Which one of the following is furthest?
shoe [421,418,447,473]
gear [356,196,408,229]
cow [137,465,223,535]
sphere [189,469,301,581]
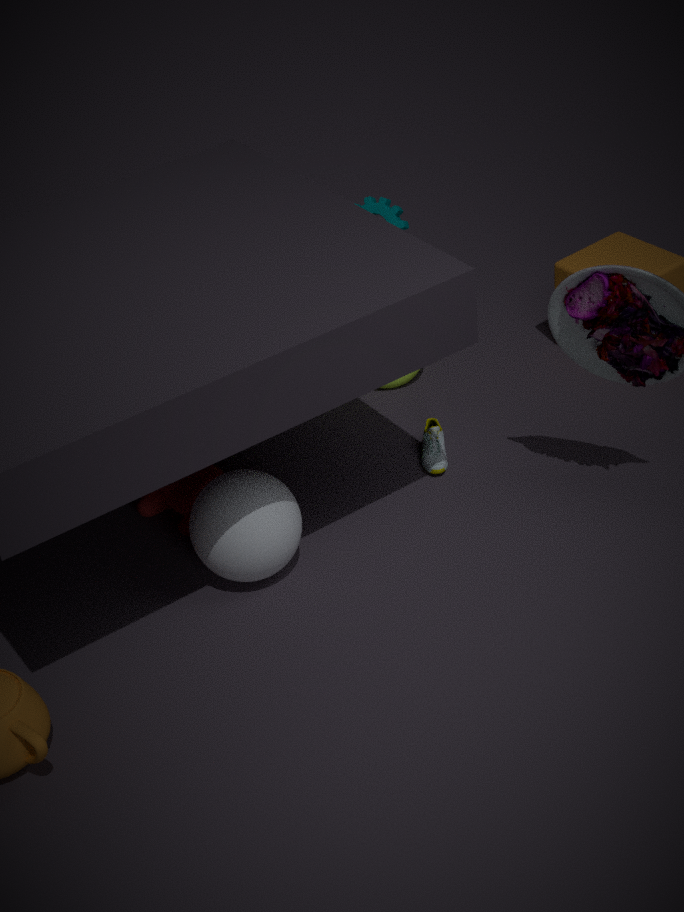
gear [356,196,408,229]
